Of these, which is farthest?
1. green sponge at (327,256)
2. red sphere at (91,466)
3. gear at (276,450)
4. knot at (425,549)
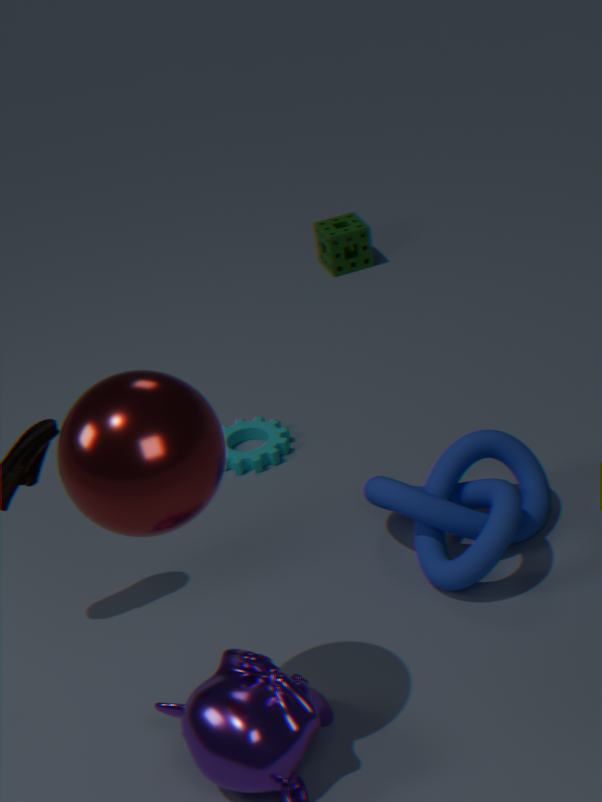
green sponge at (327,256)
